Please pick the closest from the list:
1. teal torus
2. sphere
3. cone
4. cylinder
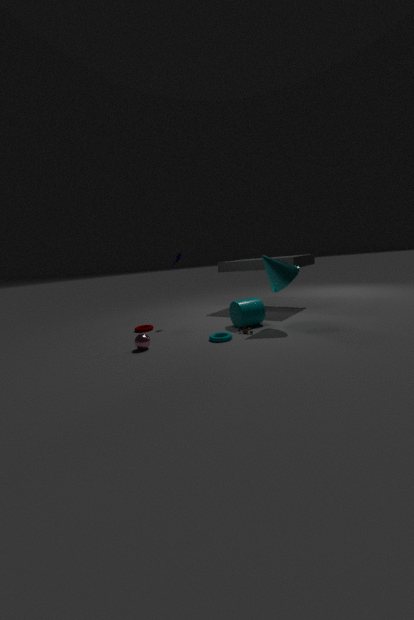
sphere
